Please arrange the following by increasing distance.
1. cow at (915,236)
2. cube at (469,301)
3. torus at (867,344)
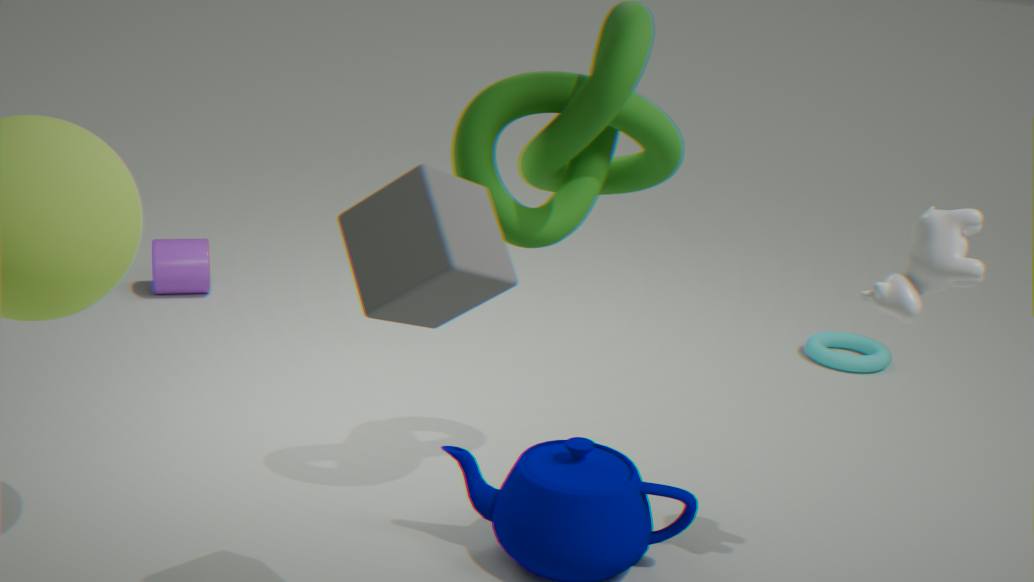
cube at (469,301) → cow at (915,236) → torus at (867,344)
